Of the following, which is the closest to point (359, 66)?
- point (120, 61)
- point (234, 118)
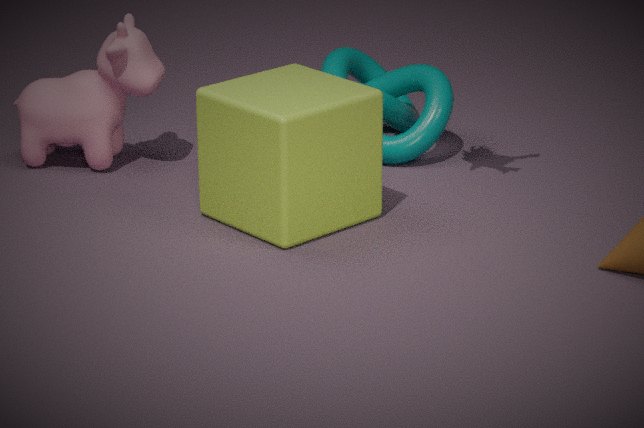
point (234, 118)
